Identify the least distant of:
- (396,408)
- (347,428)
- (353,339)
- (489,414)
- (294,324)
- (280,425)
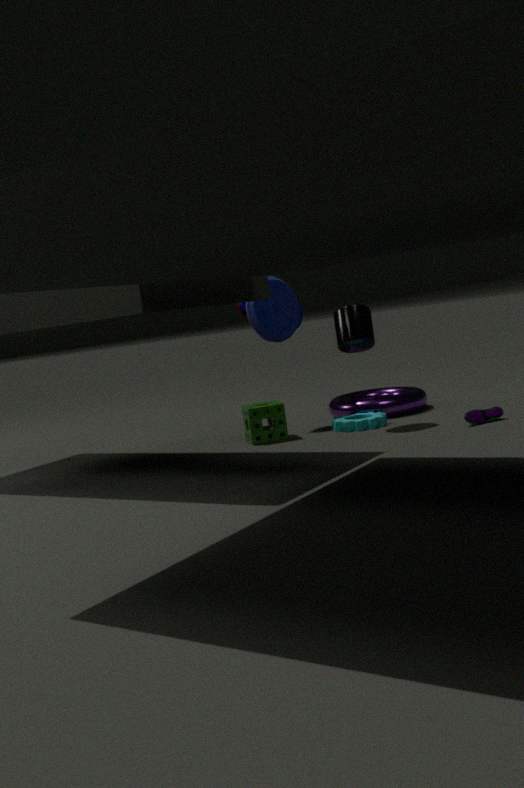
(489,414)
